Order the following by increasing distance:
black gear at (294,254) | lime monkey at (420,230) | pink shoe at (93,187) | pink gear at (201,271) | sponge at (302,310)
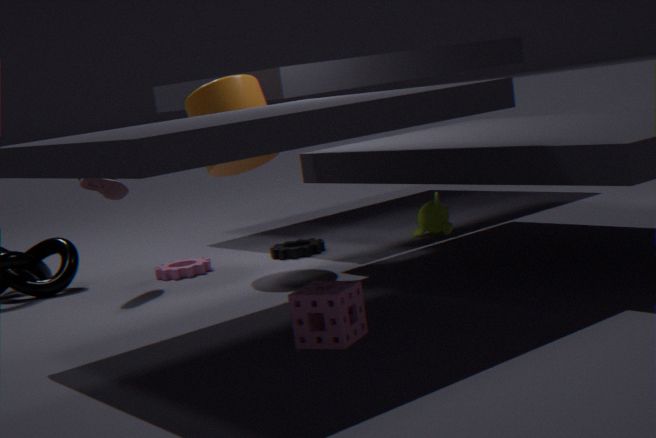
sponge at (302,310) < pink shoe at (93,187) < pink gear at (201,271) < black gear at (294,254) < lime monkey at (420,230)
